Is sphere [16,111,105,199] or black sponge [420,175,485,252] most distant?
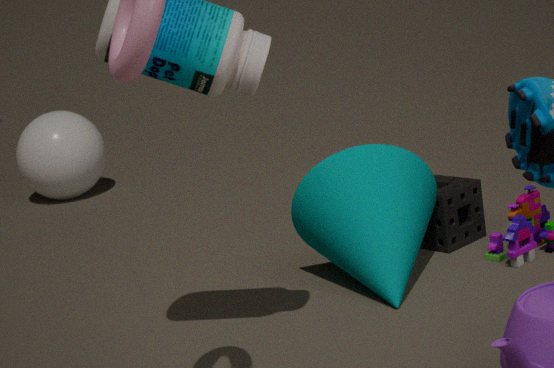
sphere [16,111,105,199]
